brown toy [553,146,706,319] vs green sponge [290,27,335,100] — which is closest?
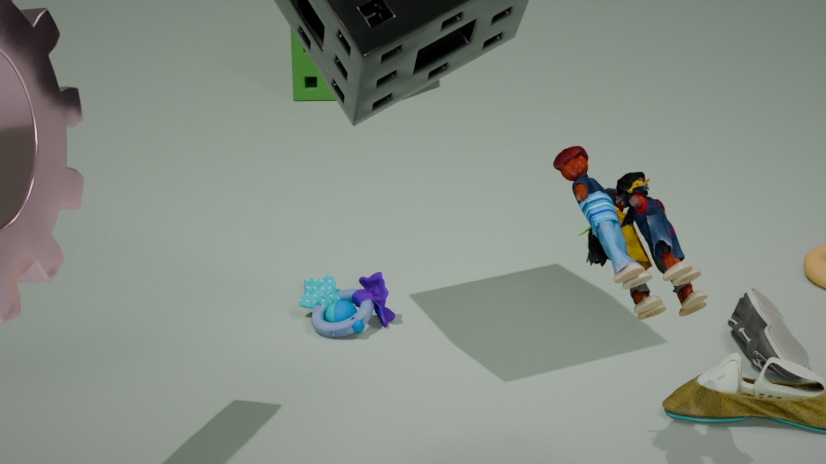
brown toy [553,146,706,319]
